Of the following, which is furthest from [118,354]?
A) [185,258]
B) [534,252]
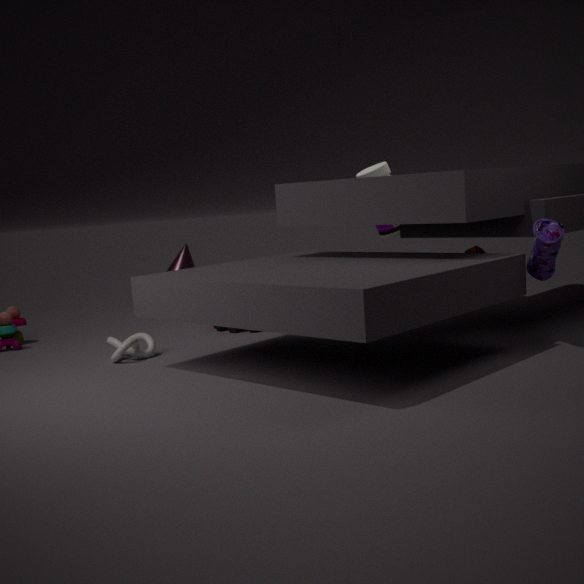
[534,252]
